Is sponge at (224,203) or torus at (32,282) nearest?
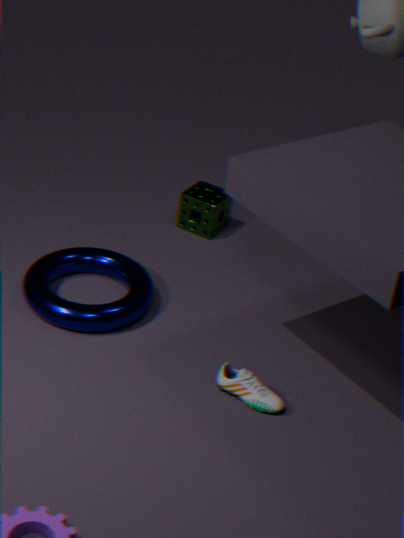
torus at (32,282)
